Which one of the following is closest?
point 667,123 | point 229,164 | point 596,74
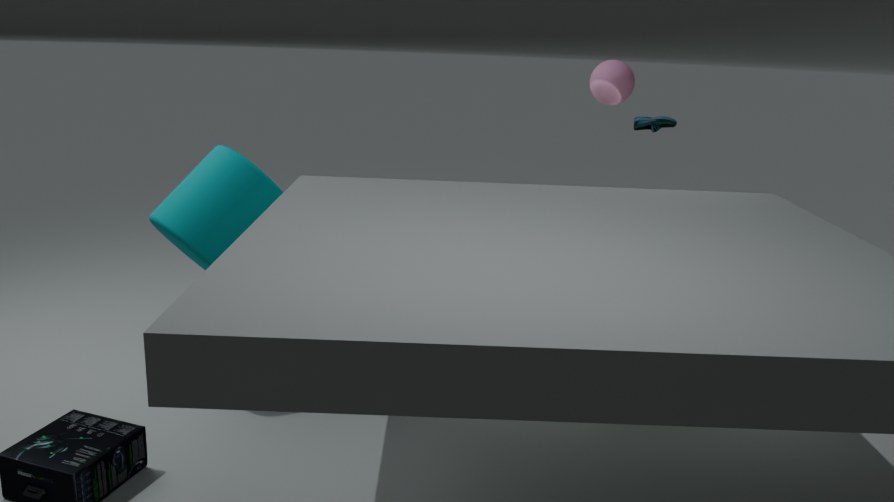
point 229,164
